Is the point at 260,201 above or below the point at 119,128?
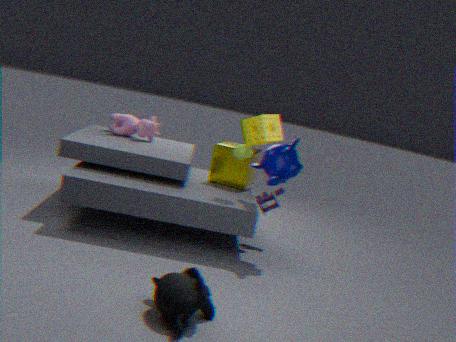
below
